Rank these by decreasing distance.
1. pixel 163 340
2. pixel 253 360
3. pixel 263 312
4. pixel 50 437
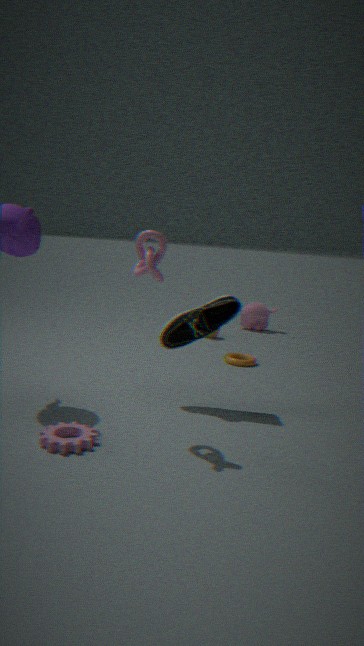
pixel 263 312, pixel 253 360, pixel 163 340, pixel 50 437
